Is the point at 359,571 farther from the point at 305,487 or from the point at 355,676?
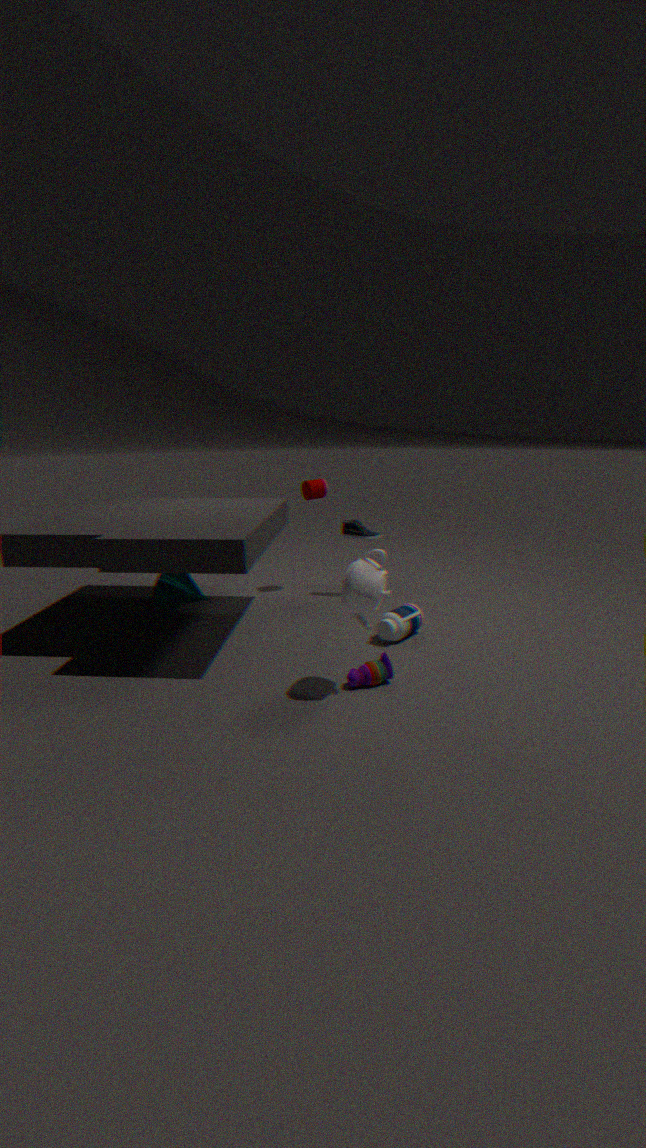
the point at 305,487
